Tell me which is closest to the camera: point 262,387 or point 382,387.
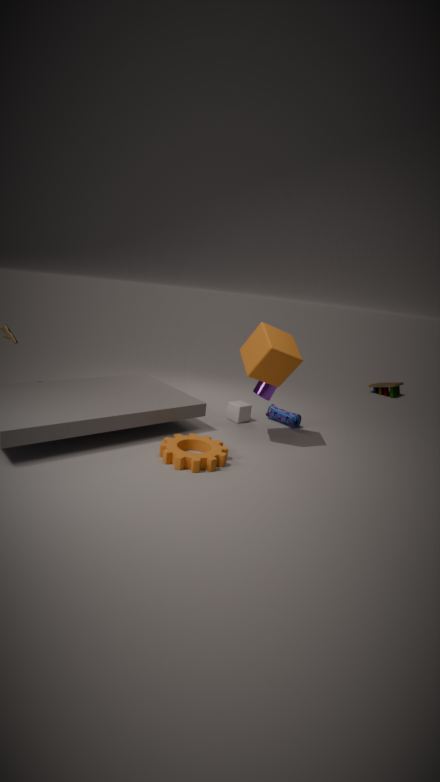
point 262,387
